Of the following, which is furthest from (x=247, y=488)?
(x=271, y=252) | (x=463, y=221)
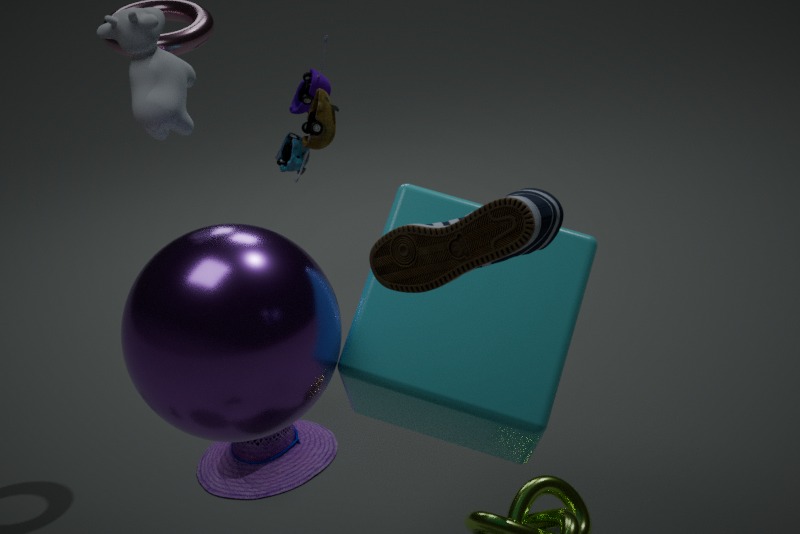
(x=463, y=221)
